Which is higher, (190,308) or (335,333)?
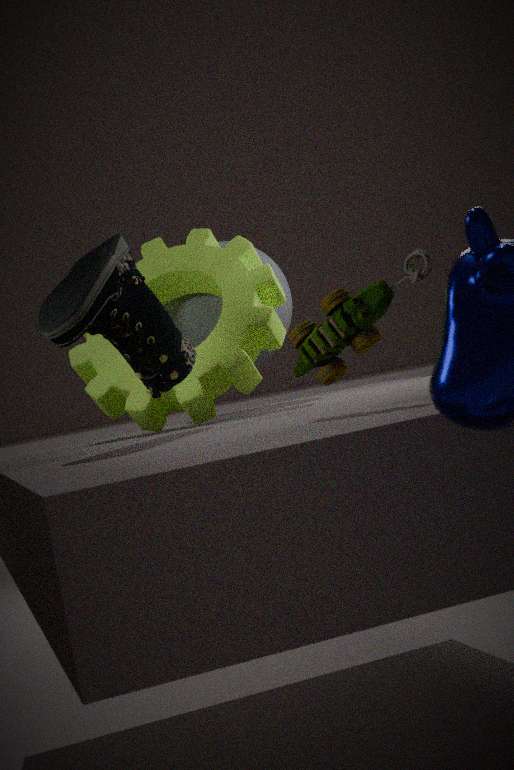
(190,308)
